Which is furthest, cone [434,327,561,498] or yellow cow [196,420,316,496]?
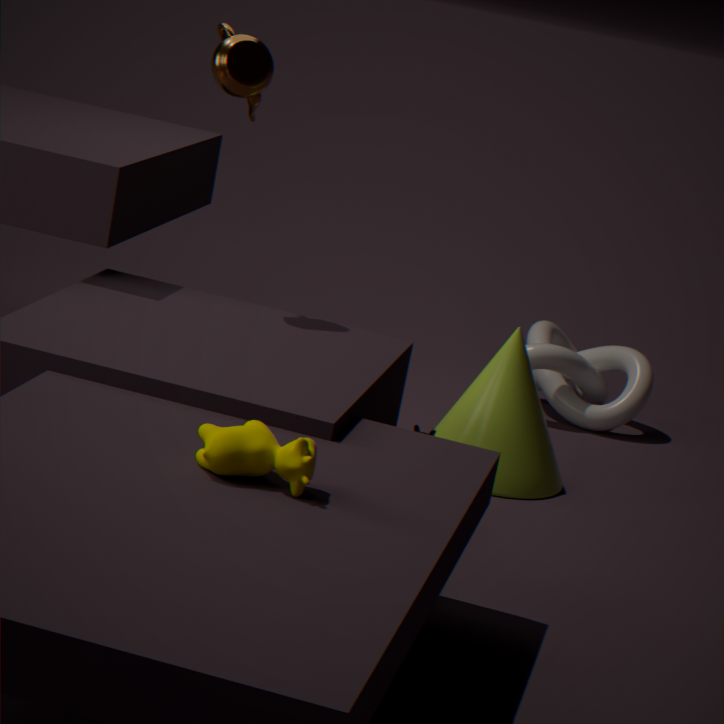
cone [434,327,561,498]
